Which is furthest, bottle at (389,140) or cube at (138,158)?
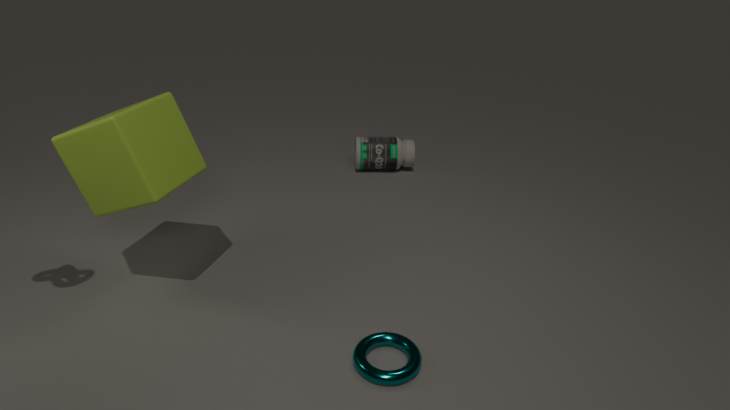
bottle at (389,140)
